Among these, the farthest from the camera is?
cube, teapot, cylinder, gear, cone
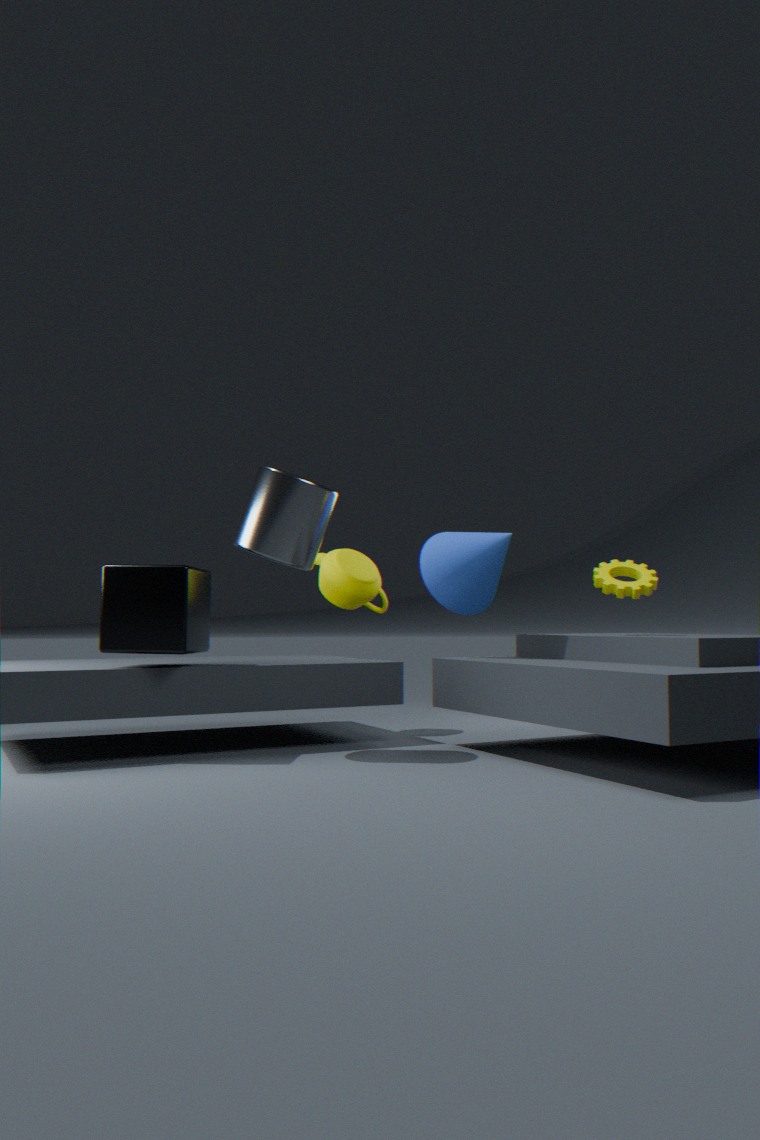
teapot
